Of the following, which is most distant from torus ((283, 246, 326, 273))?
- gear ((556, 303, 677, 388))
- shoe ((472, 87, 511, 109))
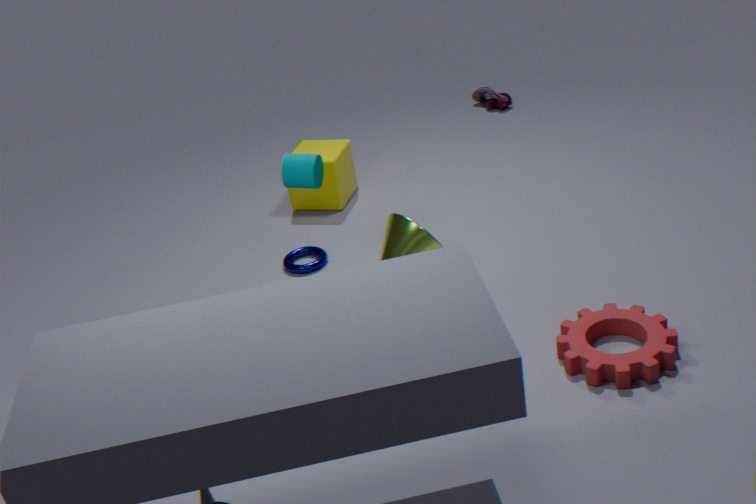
shoe ((472, 87, 511, 109))
